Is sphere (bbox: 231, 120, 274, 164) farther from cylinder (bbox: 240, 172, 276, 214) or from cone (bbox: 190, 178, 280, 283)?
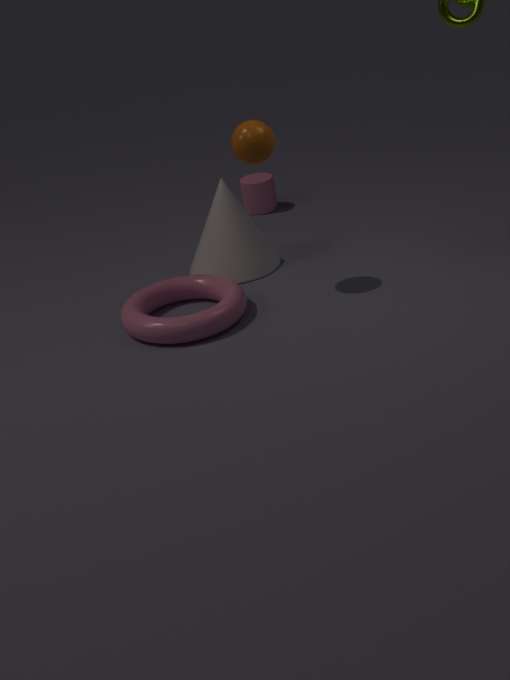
cylinder (bbox: 240, 172, 276, 214)
